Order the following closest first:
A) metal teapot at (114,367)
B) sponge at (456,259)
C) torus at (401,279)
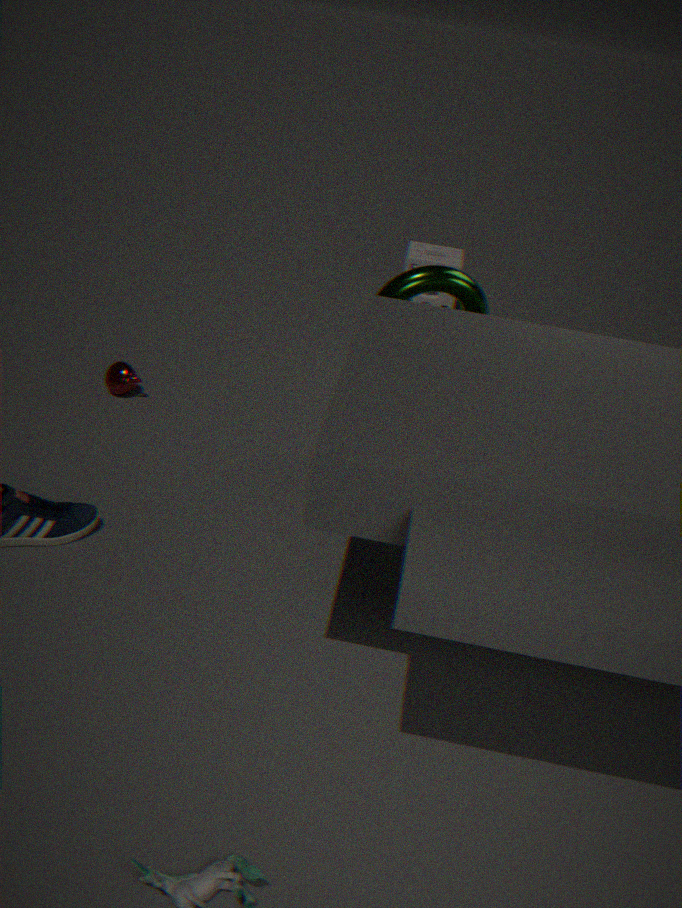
torus at (401,279)
metal teapot at (114,367)
sponge at (456,259)
